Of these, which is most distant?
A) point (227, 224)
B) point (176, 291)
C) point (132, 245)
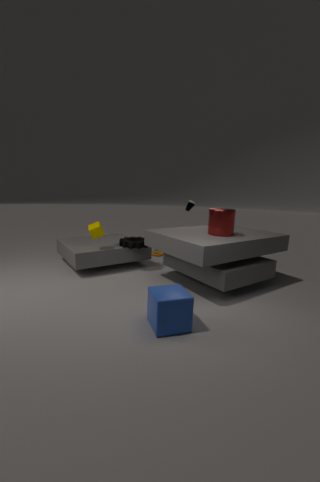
point (132, 245)
